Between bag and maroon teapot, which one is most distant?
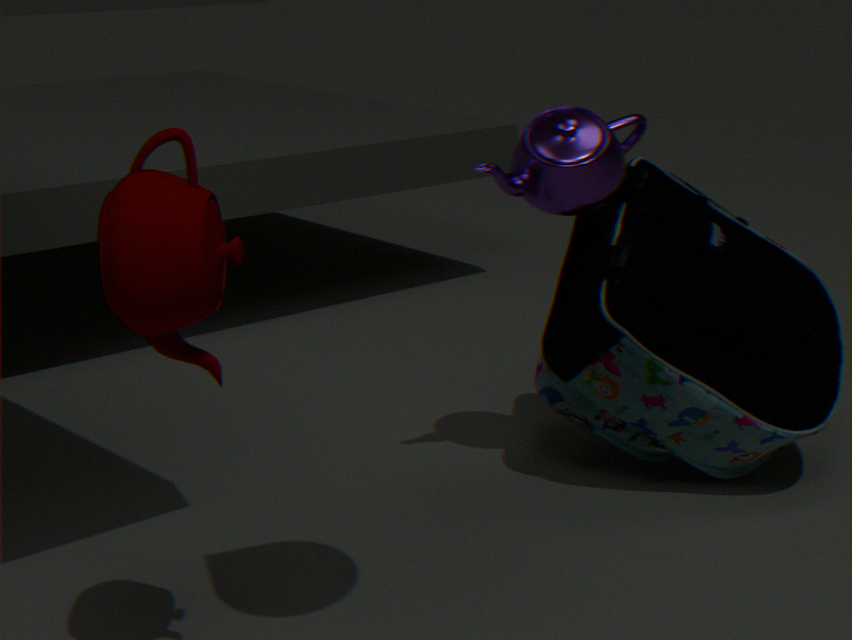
bag
